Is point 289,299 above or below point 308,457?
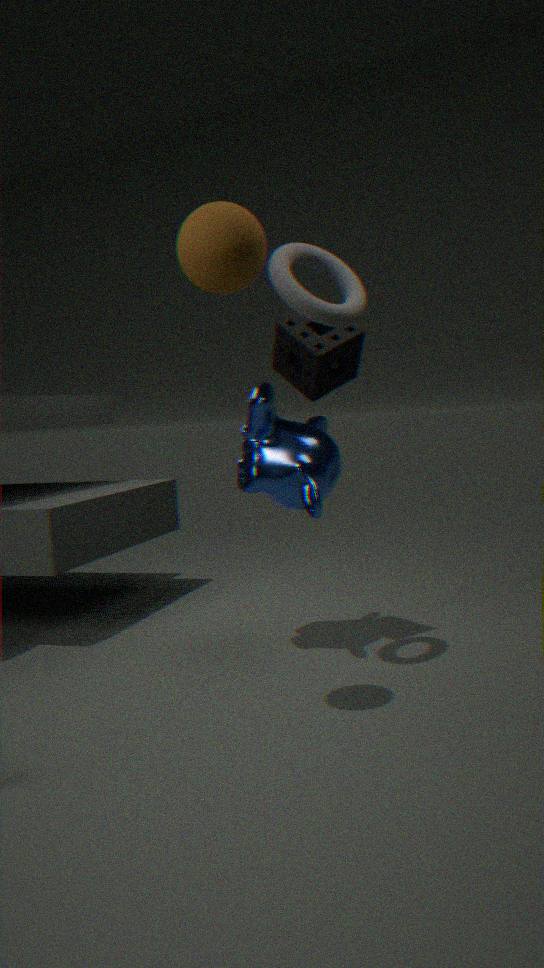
above
